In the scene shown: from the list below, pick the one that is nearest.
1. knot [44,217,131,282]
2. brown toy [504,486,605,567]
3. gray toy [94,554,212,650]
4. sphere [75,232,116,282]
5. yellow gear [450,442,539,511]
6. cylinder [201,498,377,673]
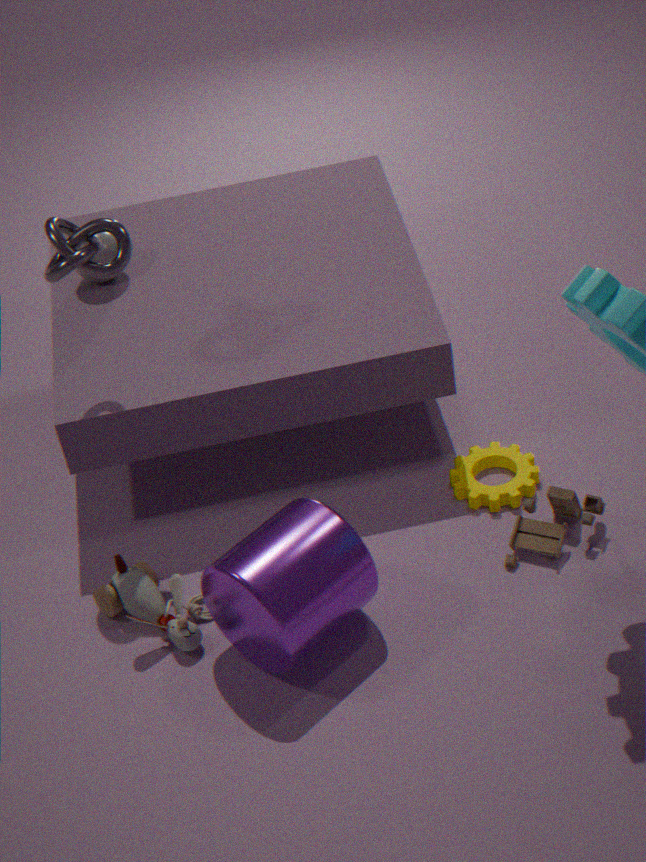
cylinder [201,498,377,673]
